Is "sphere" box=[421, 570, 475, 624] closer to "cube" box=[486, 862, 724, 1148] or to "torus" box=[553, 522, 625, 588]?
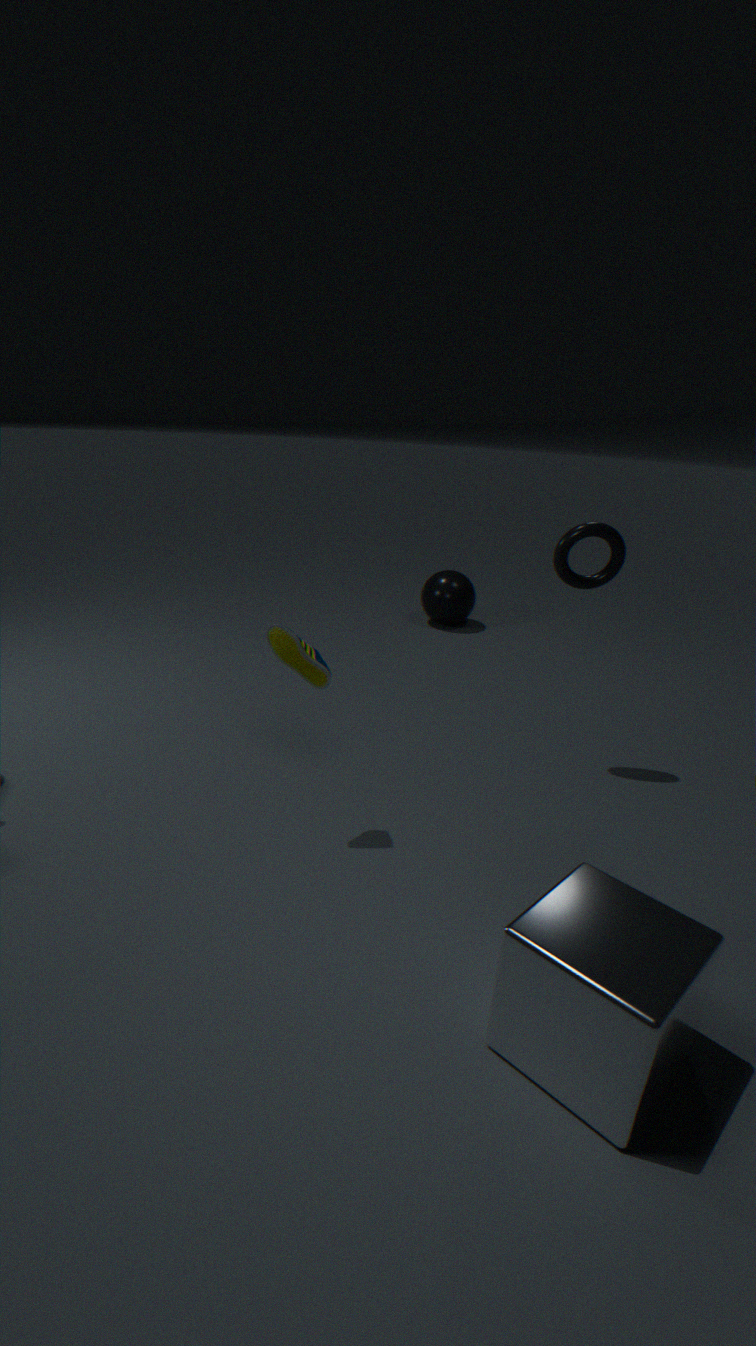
"torus" box=[553, 522, 625, 588]
